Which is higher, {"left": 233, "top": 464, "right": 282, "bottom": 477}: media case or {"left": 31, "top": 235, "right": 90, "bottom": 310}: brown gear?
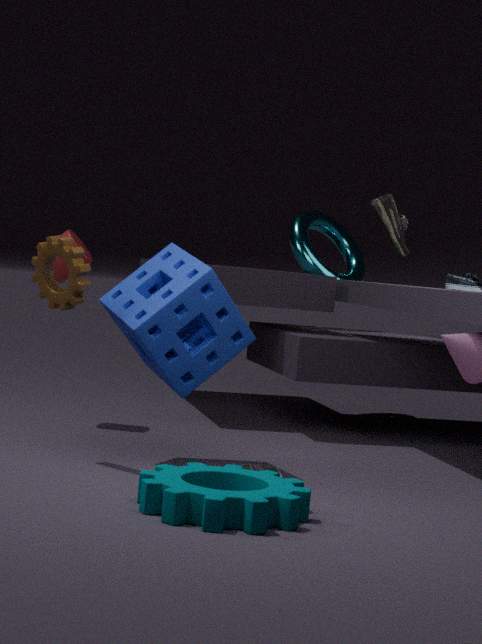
{"left": 31, "top": 235, "right": 90, "bottom": 310}: brown gear
